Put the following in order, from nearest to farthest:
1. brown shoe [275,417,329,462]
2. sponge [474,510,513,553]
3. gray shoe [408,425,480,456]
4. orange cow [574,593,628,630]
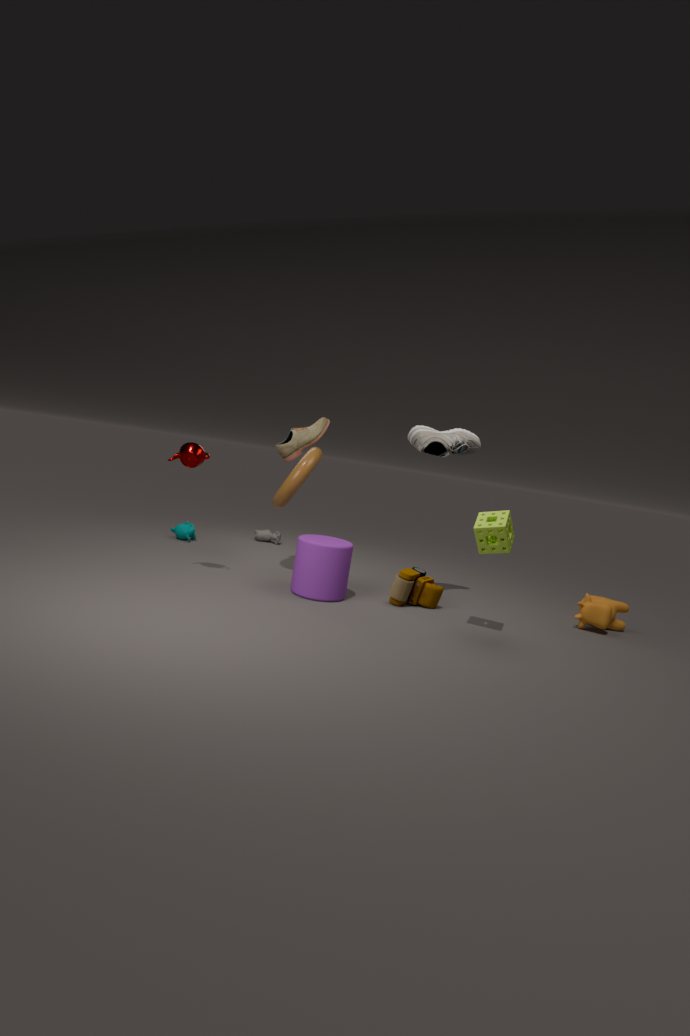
sponge [474,510,513,553]
gray shoe [408,425,480,456]
orange cow [574,593,628,630]
brown shoe [275,417,329,462]
